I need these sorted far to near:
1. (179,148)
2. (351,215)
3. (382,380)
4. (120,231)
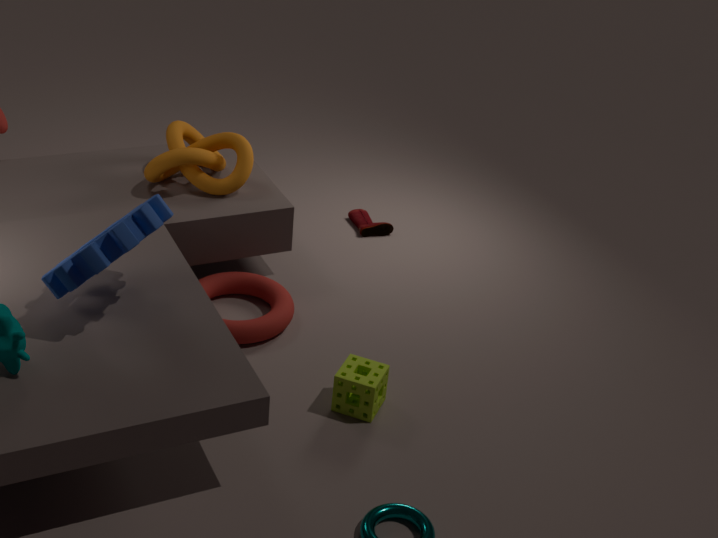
1. (351,215)
2. (179,148)
3. (382,380)
4. (120,231)
